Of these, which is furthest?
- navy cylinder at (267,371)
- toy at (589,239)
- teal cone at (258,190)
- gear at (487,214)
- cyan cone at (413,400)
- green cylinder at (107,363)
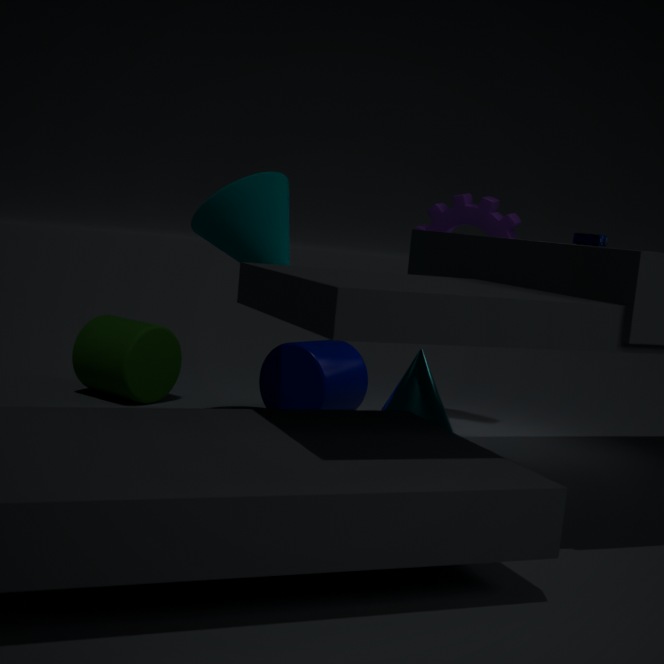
gear at (487,214)
